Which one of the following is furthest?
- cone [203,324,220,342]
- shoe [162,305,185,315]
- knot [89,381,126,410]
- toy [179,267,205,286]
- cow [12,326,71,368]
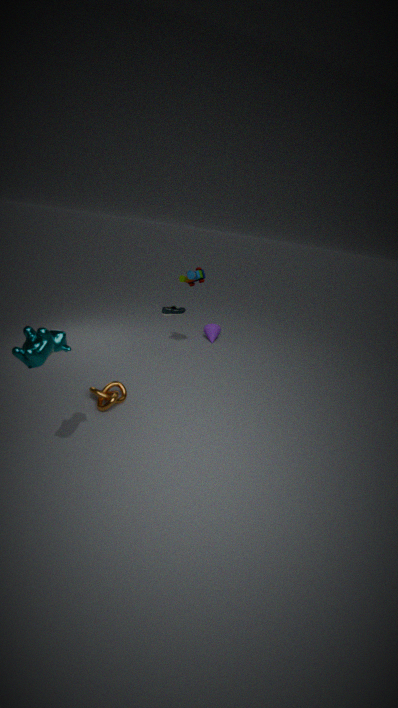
shoe [162,305,185,315]
